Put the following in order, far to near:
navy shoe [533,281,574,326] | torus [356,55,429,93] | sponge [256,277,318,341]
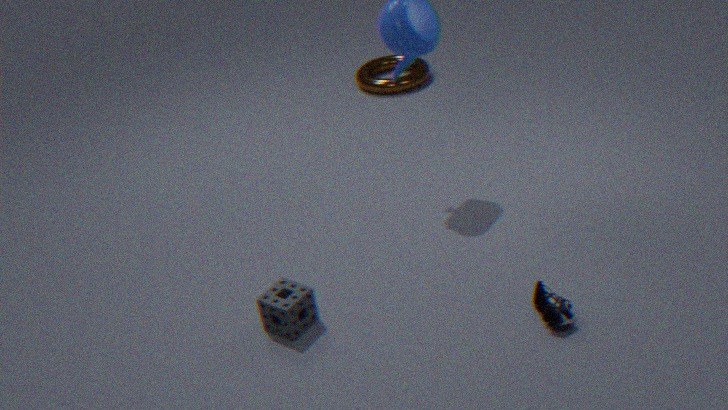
torus [356,55,429,93] < sponge [256,277,318,341] < navy shoe [533,281,574,326]
